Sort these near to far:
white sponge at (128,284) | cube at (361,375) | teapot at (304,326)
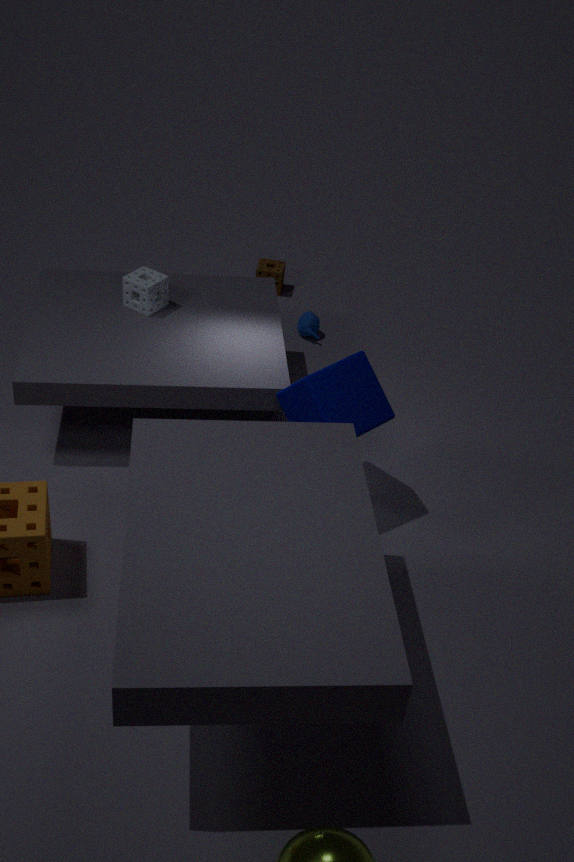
cube at (361,375)
white sponge at (128,284)
teapot at (304,326)
